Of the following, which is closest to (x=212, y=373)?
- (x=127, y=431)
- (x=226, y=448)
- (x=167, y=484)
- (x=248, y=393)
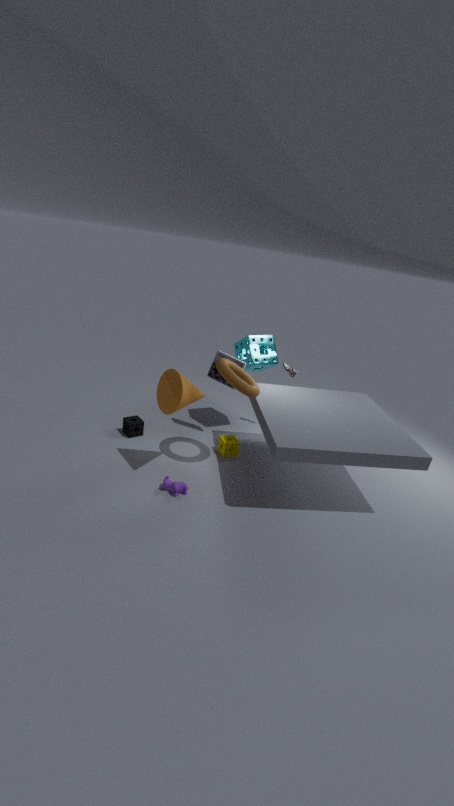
(x=248, y=393)
